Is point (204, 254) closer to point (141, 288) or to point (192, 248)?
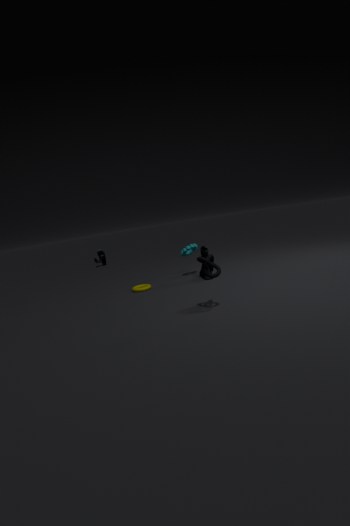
point (192, 248)
